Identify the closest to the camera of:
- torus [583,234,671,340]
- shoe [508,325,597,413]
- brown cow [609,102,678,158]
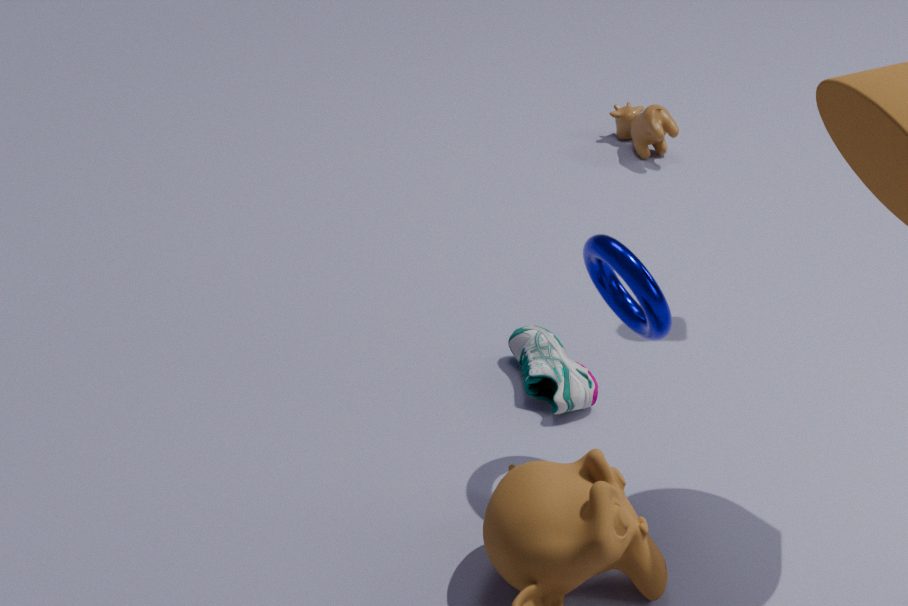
torus [583,234,671,340]
